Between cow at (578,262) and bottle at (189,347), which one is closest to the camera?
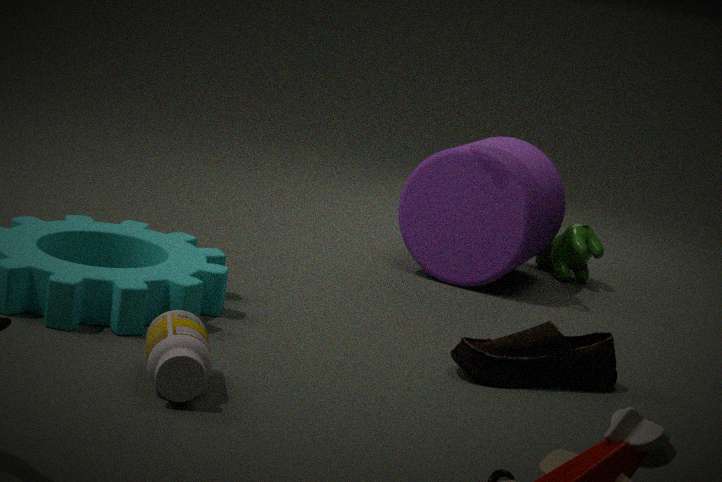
bottle at (189,347)
